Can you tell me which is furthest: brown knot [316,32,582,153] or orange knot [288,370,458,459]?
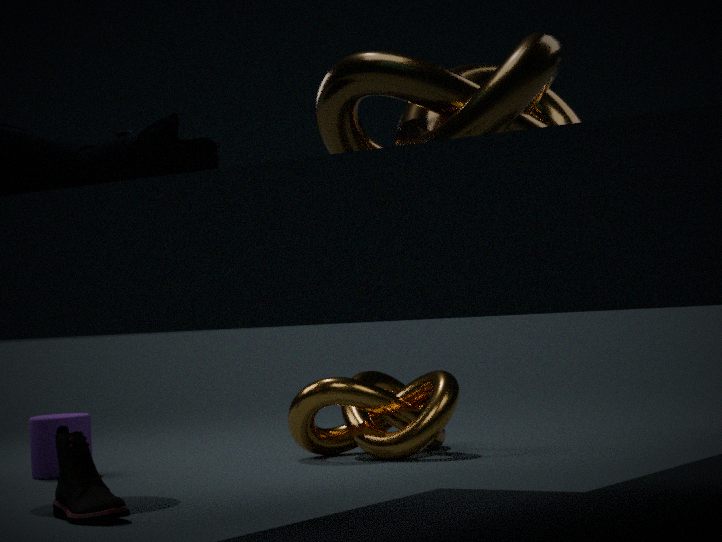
orange knot [288,370,458,459]
